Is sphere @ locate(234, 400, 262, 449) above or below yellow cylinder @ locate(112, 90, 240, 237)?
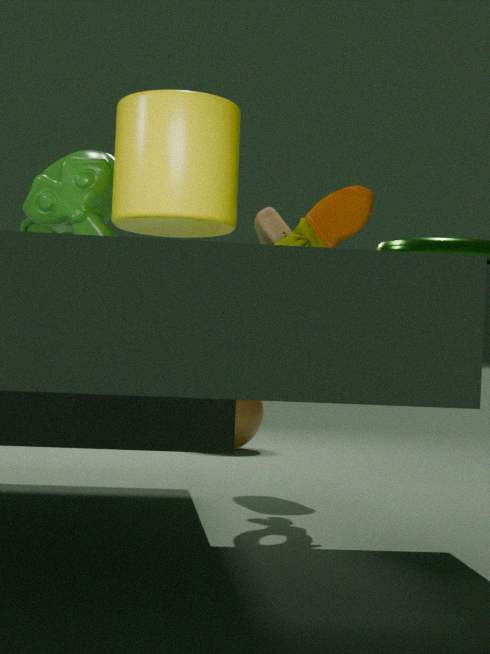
below
